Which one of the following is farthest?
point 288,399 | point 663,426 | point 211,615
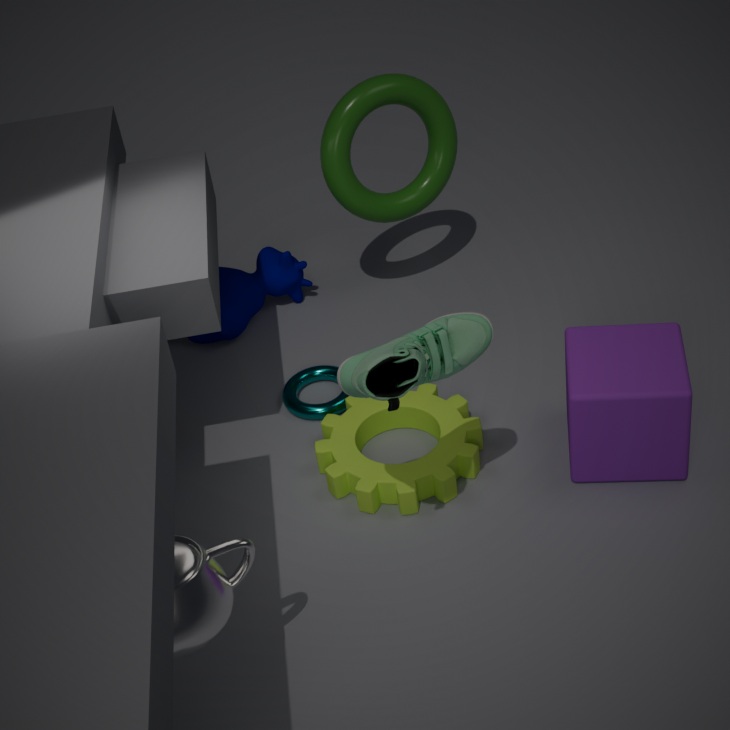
point 288,399
